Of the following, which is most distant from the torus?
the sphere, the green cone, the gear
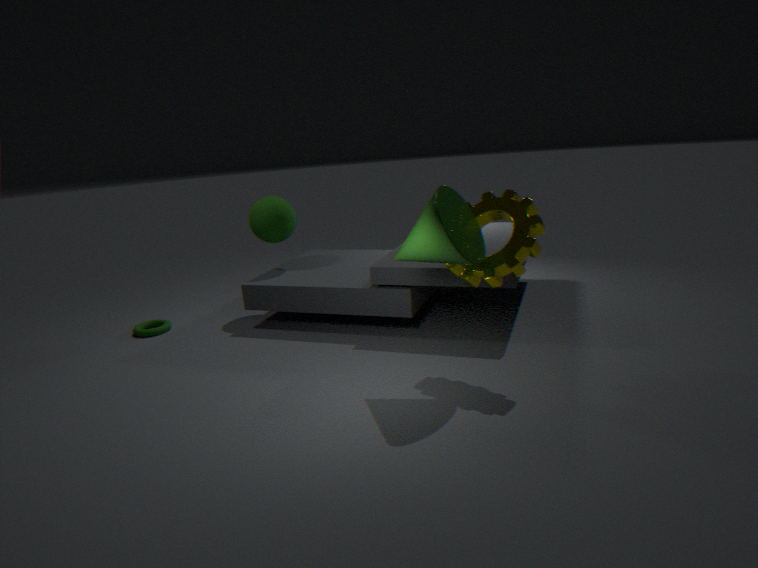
the gear
